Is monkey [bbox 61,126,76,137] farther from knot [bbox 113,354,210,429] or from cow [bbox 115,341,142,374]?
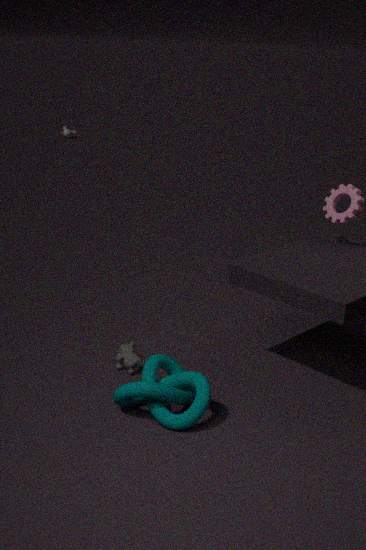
knot [bbox 113,354,210,429]
